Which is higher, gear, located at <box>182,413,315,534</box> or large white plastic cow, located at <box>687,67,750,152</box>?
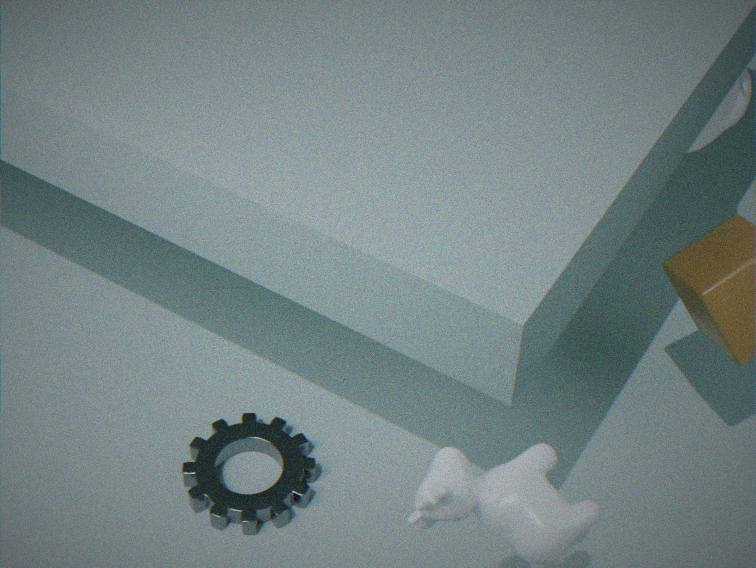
large white plastic cow, located at <box>687,67,750,152</box>
